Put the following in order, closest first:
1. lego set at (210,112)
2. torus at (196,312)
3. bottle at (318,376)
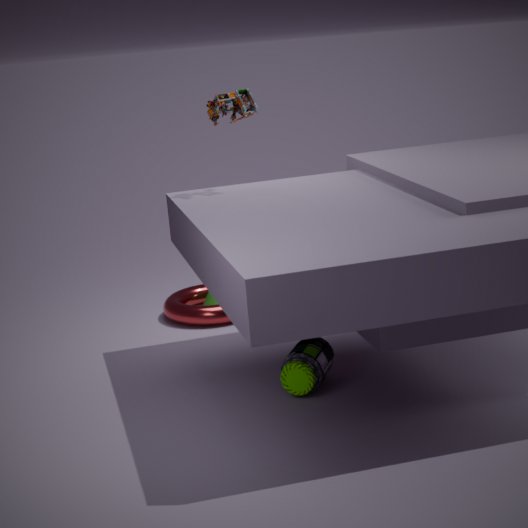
bottle at (318,376)
lego set at (210,112)
torus at (196,312)
